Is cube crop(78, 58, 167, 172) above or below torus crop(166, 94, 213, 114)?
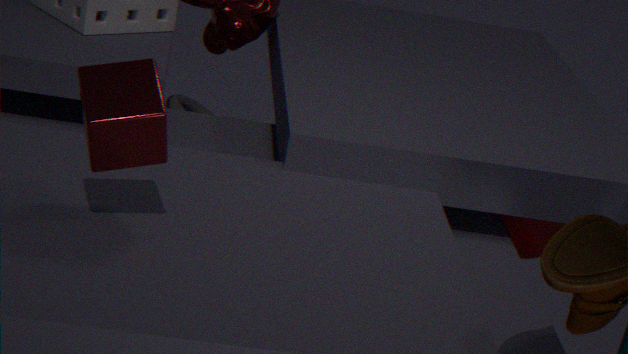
above
